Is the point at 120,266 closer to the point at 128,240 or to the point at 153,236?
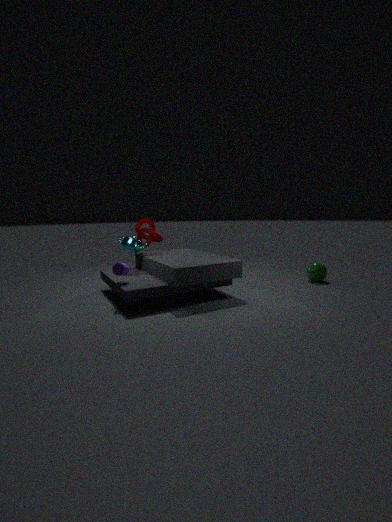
the point at 128,240
